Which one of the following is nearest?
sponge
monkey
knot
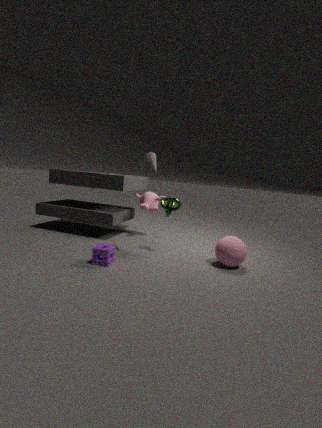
sponge
